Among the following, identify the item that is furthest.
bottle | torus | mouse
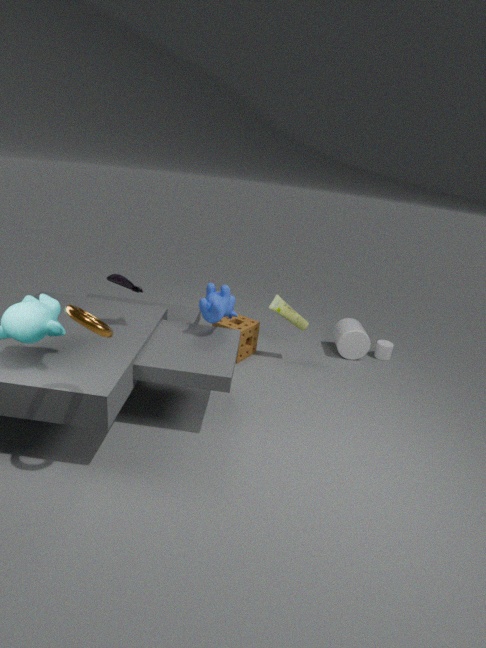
bottle
